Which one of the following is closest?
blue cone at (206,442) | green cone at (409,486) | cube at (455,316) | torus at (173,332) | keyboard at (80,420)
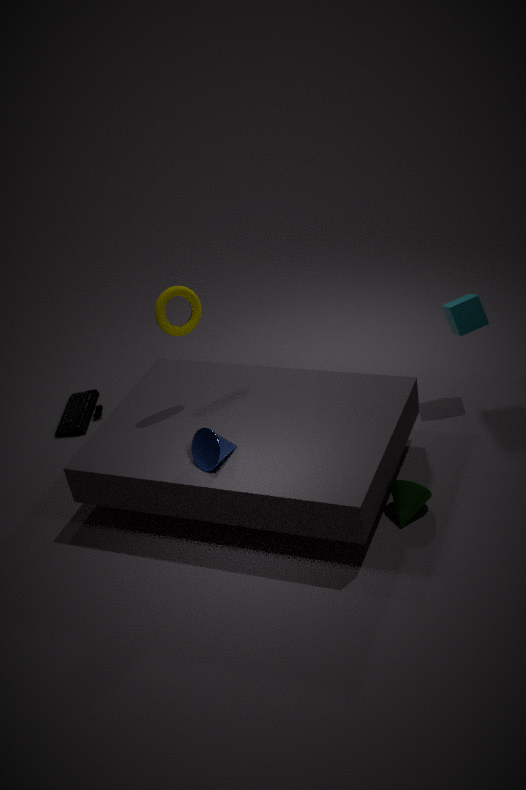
blue cone at (206,442)
